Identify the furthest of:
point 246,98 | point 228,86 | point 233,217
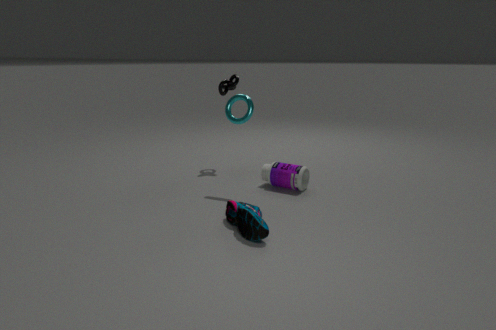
point 228,86
